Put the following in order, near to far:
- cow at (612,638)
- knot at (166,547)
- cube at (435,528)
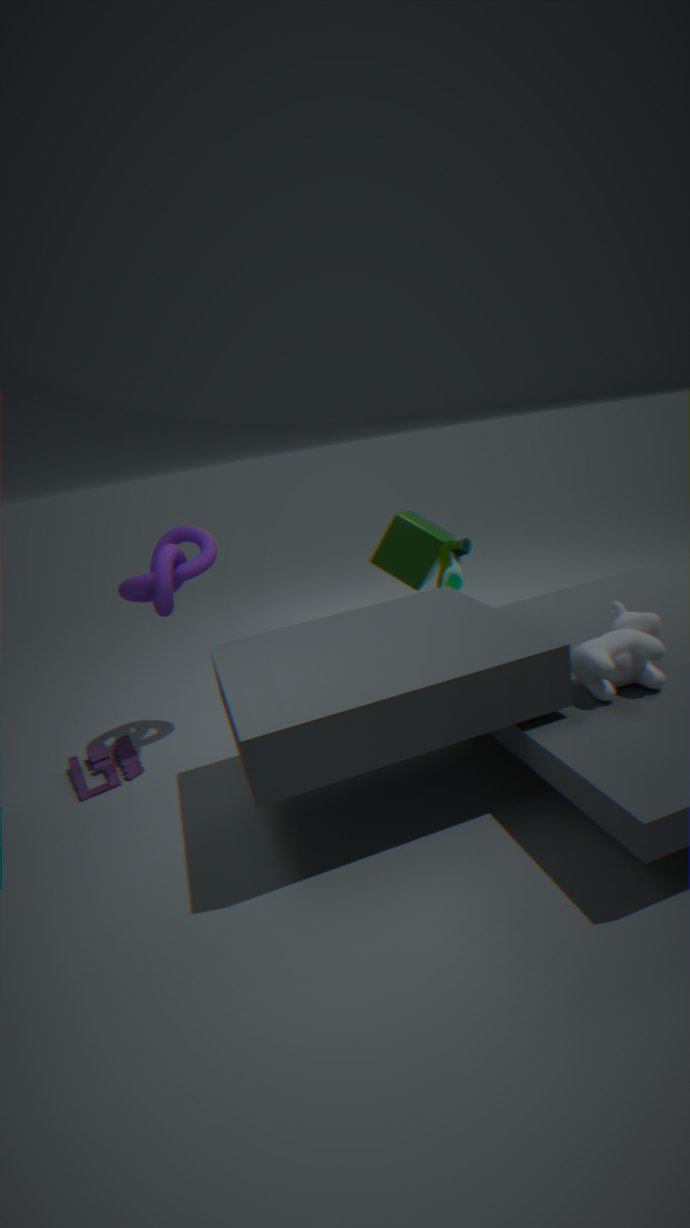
1. cow at (612,638)
2. knot at (166,547)
3. cube at (435,528)
